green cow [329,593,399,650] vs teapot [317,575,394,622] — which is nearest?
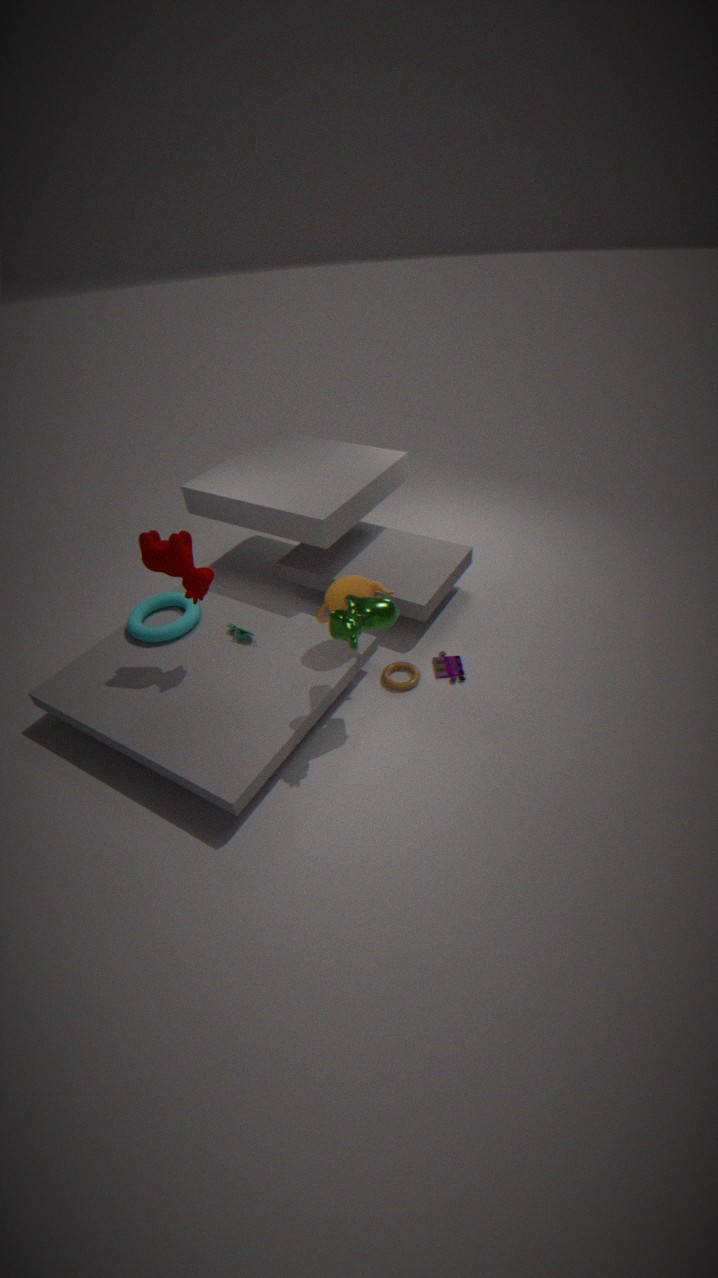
green cow [329,593,399,650]
